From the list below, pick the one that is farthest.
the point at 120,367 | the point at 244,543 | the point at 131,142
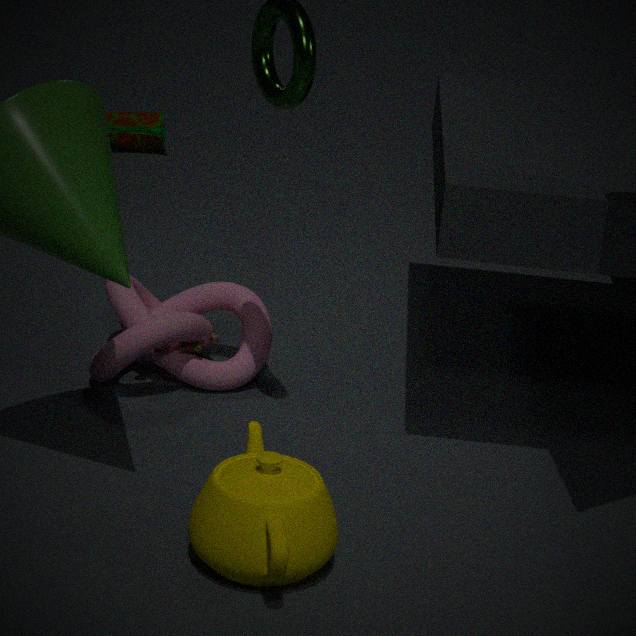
the point at 131,142
